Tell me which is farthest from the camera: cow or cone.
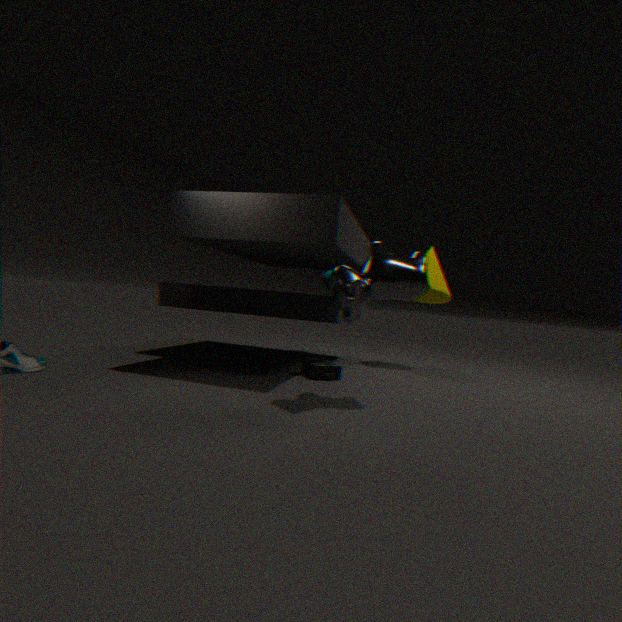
cone
